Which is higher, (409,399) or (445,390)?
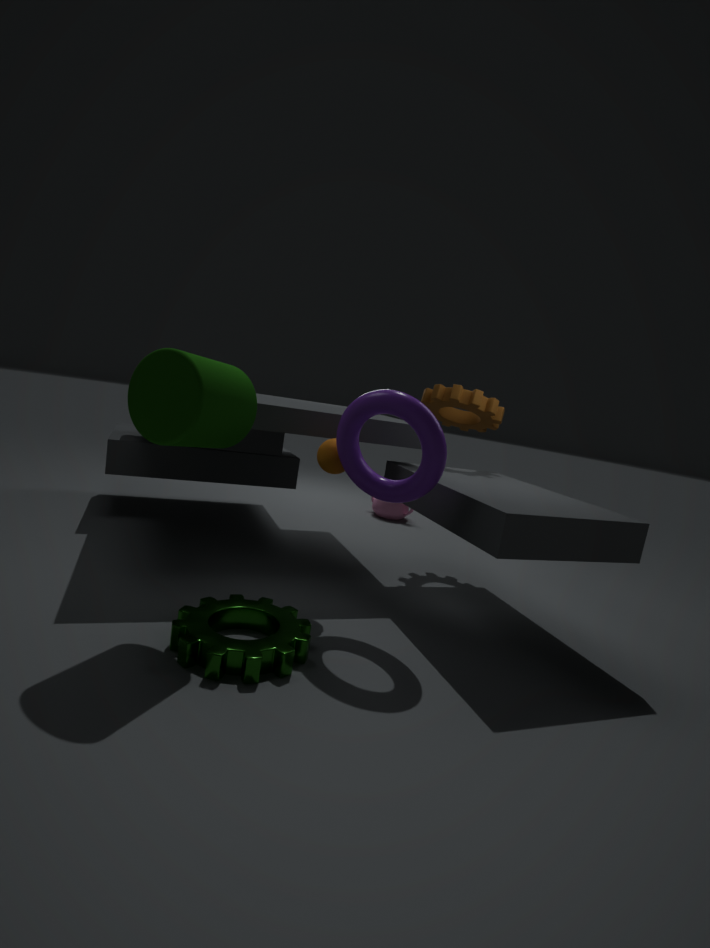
(445,390)
